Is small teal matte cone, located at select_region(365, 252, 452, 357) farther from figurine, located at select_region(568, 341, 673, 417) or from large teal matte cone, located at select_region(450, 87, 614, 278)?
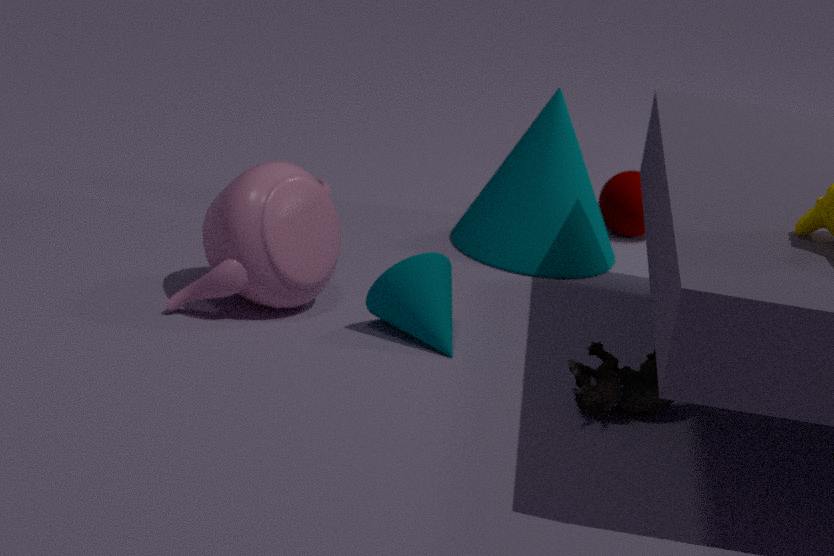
large teal matte cone, located at select_region(450, 87, 614, 278)
